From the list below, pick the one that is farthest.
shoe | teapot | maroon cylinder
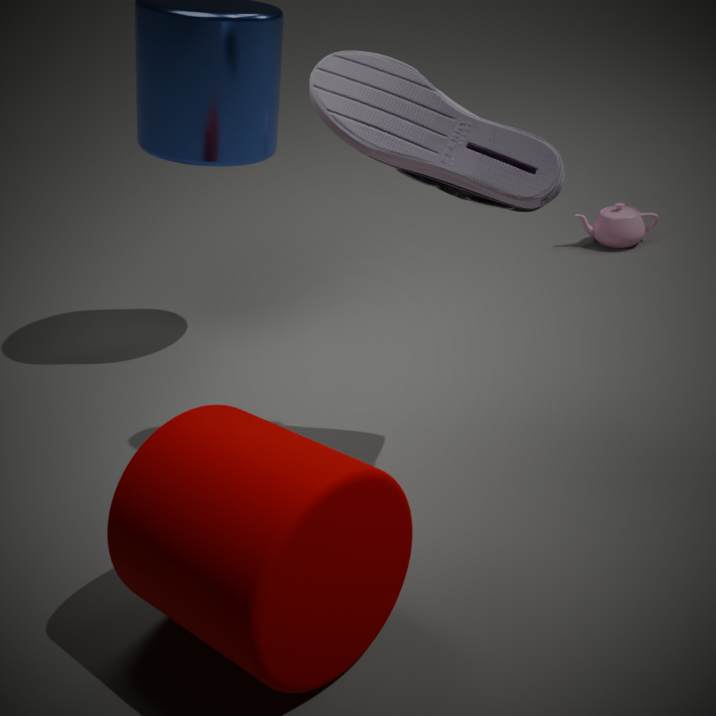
teapot
